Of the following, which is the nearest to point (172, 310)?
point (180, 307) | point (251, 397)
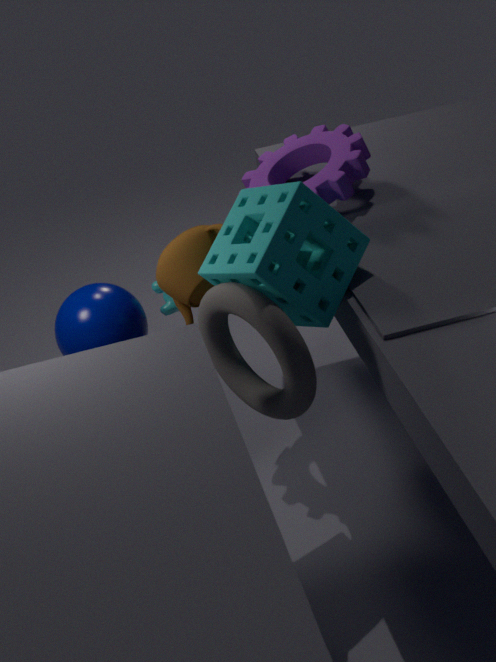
point (180, 307)
